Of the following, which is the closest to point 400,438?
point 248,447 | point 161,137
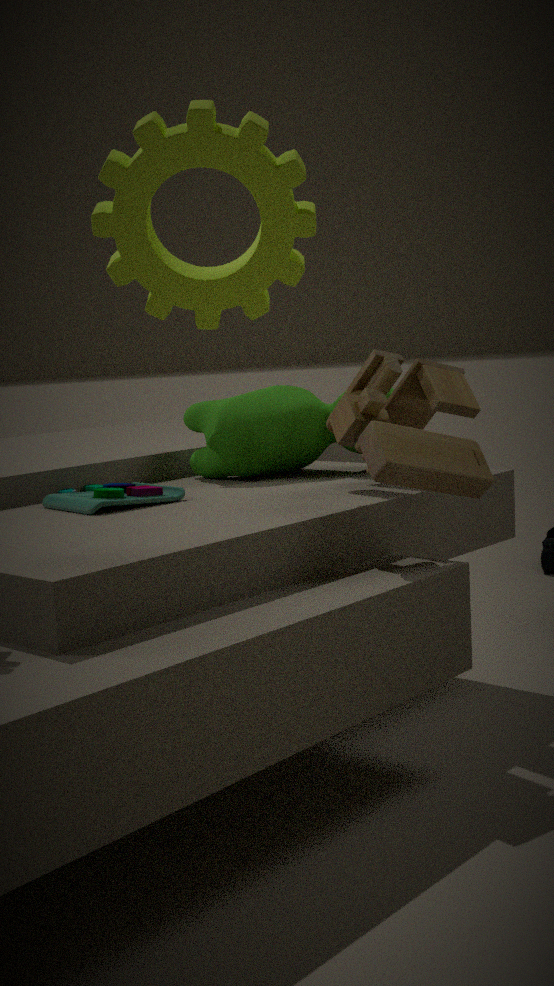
point 248,447
